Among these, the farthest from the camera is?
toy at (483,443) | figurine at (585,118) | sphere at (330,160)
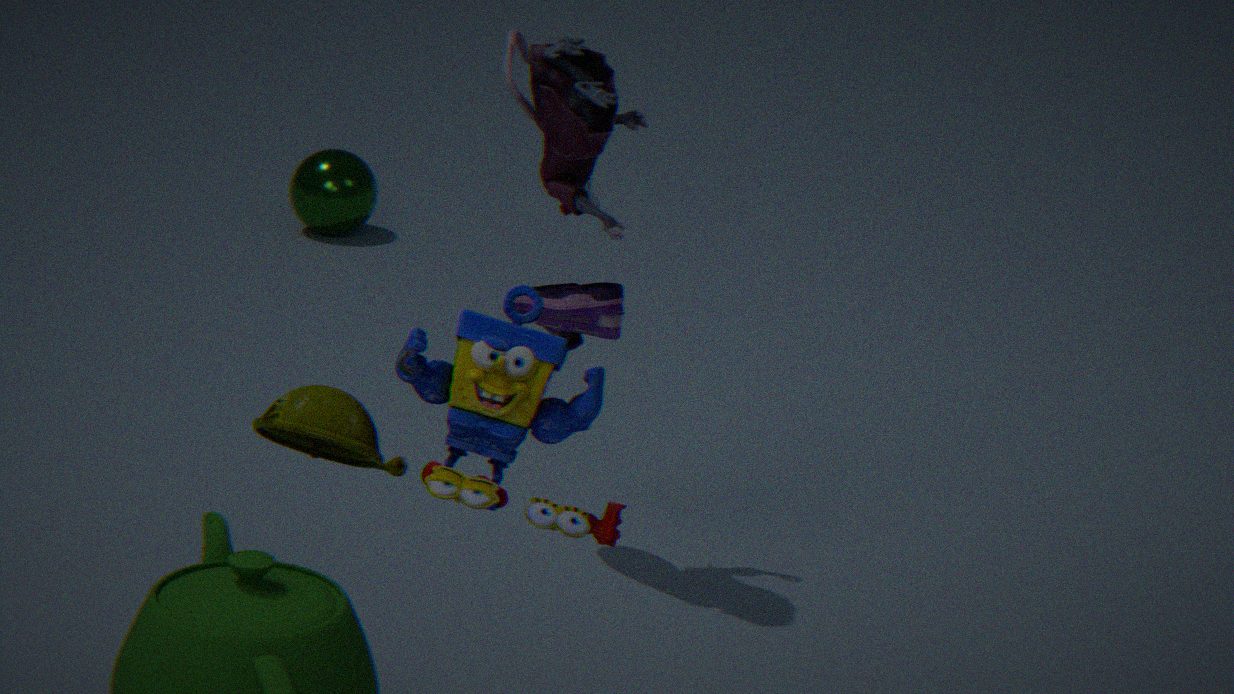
sphere at (330,160)
